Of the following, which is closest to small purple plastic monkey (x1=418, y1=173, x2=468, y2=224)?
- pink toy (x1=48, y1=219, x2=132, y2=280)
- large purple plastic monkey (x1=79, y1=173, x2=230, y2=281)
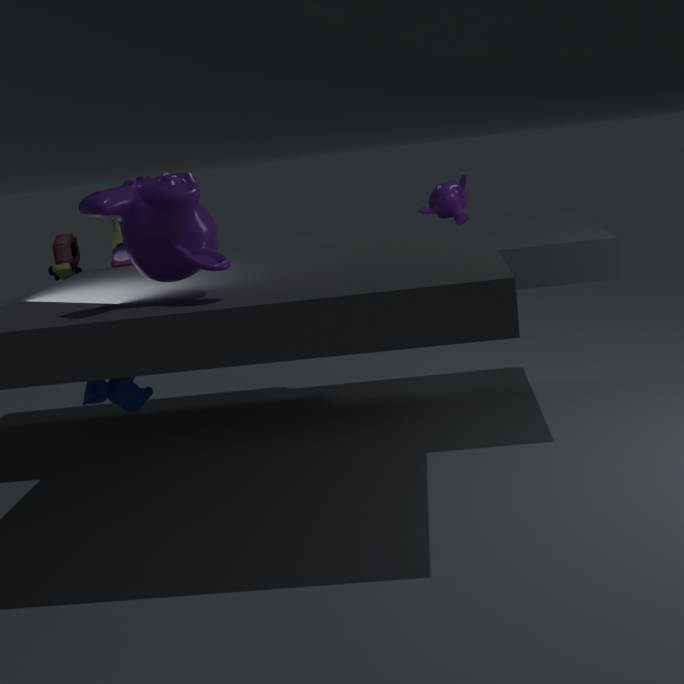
pink toy (x1=48, y1=219, x2=132, y2=280)
